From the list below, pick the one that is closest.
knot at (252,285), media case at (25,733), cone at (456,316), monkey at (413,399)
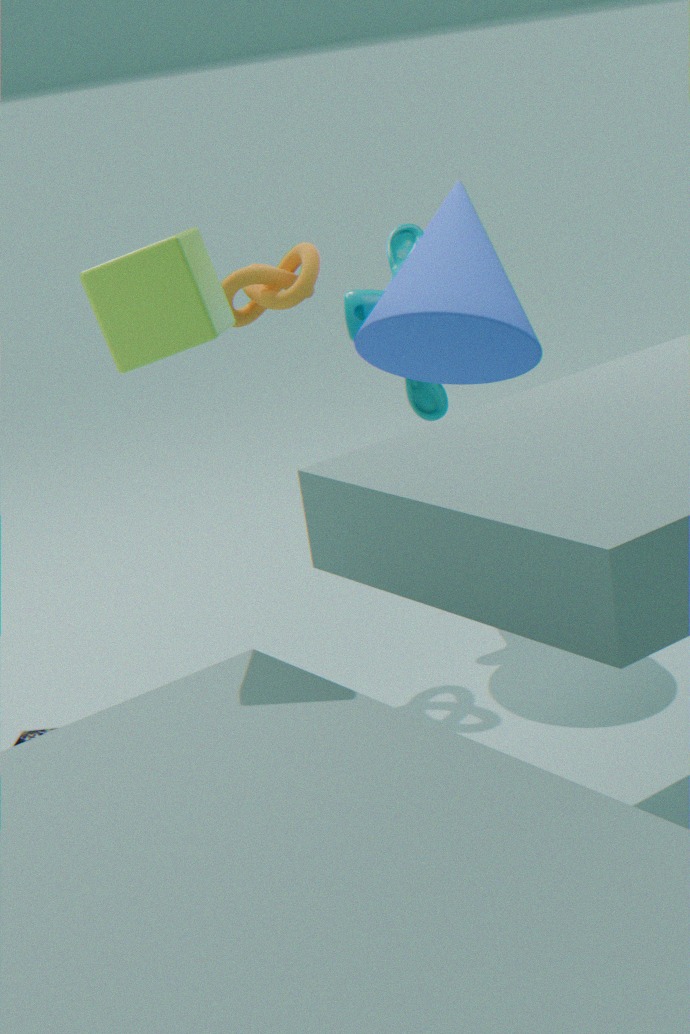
cone at (456,316)
